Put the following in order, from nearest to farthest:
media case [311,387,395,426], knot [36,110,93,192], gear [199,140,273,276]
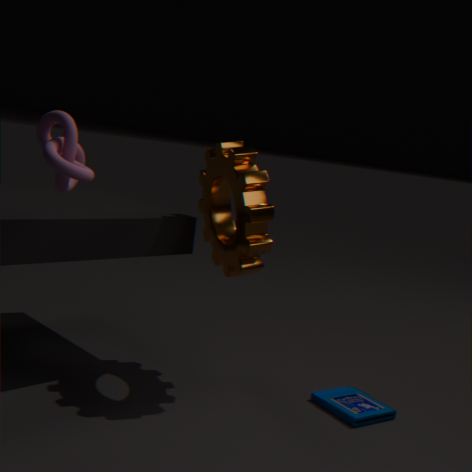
knot [36,110,93,192] → gear [199,140,273,276] → media case [311,387,395,426]
